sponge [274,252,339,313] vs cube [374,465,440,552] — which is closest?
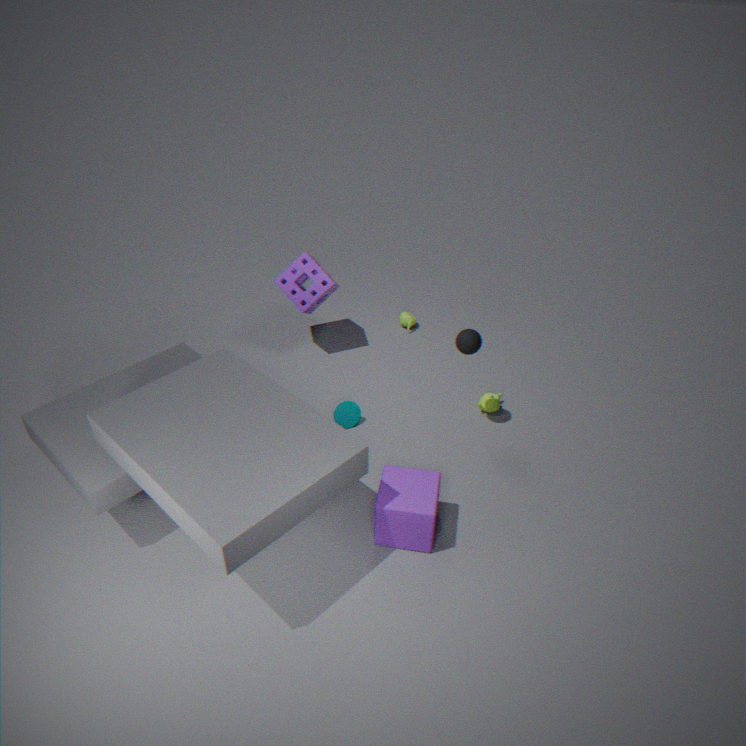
cube [374,465,440,552]
